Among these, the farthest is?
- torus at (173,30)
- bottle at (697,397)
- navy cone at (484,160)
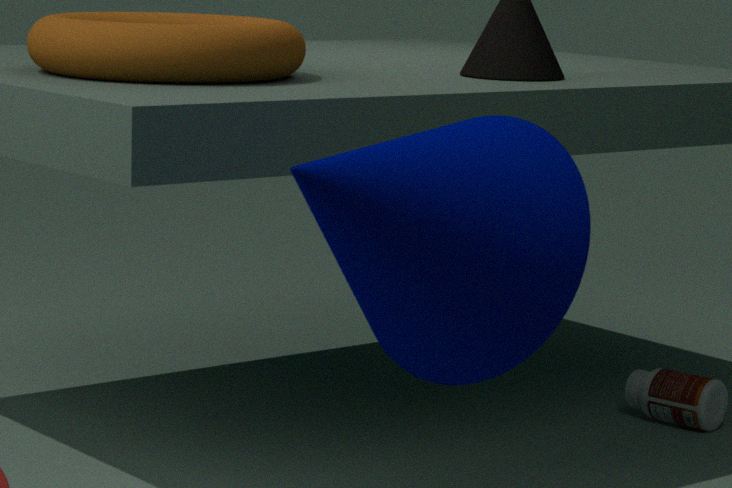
bottle at (697,397)
